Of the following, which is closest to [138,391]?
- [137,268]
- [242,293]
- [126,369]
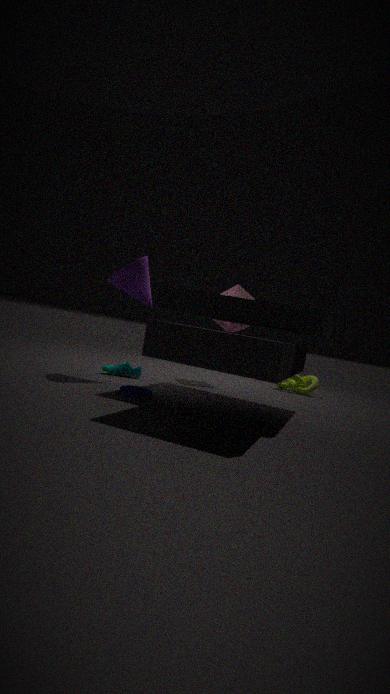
[126,369]
